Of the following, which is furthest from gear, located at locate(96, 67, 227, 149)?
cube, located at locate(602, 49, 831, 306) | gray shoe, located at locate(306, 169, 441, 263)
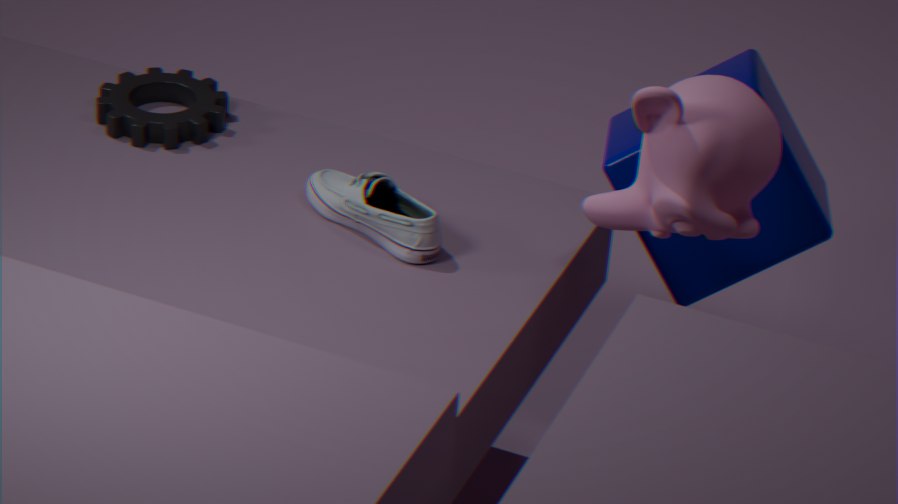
cube, located at locate(602, 49, 831, 306)
